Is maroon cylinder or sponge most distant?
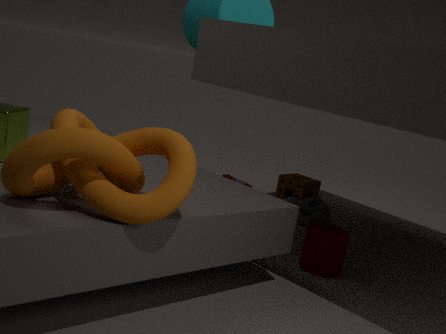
sponge
